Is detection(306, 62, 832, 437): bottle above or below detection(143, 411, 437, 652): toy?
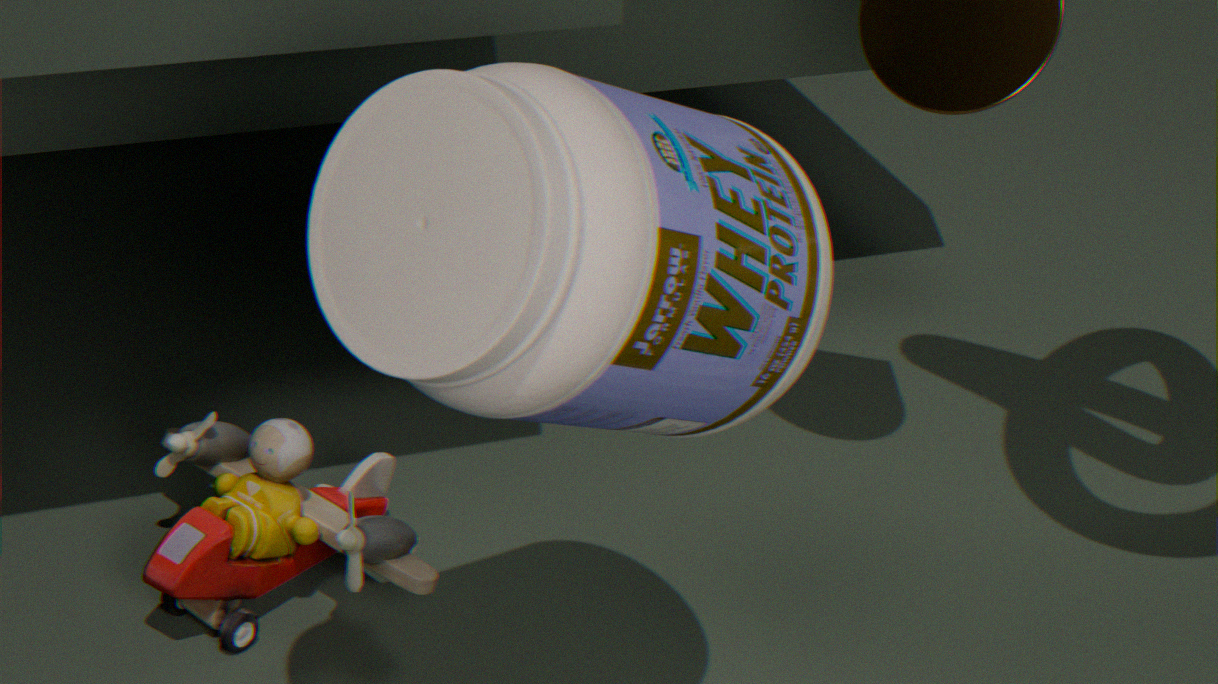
above
